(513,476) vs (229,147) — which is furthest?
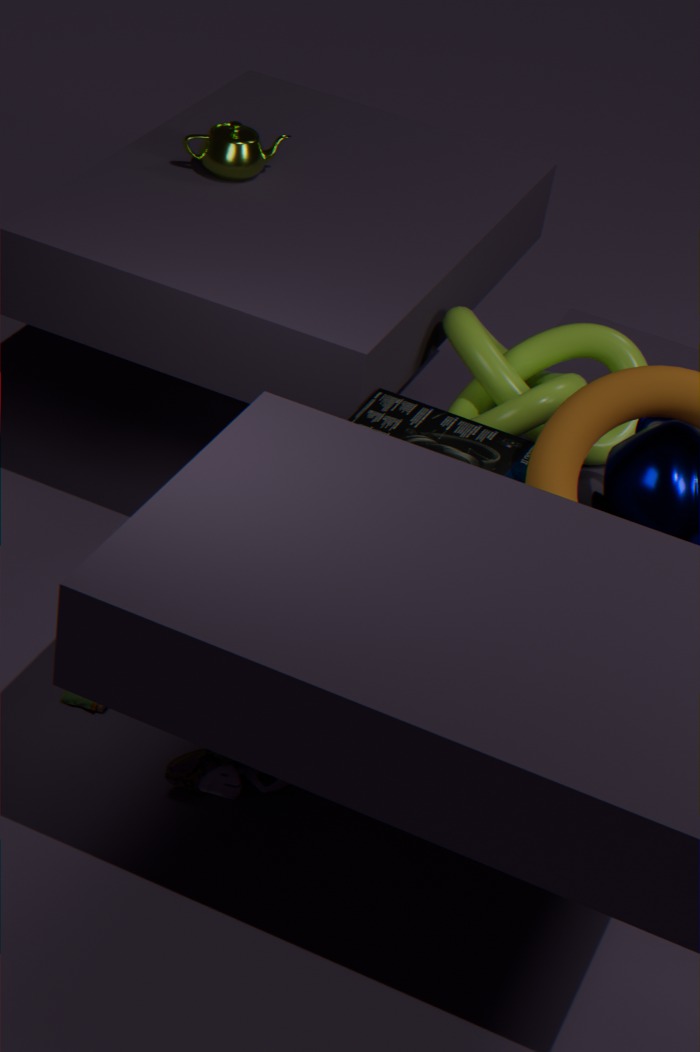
(229,147)
